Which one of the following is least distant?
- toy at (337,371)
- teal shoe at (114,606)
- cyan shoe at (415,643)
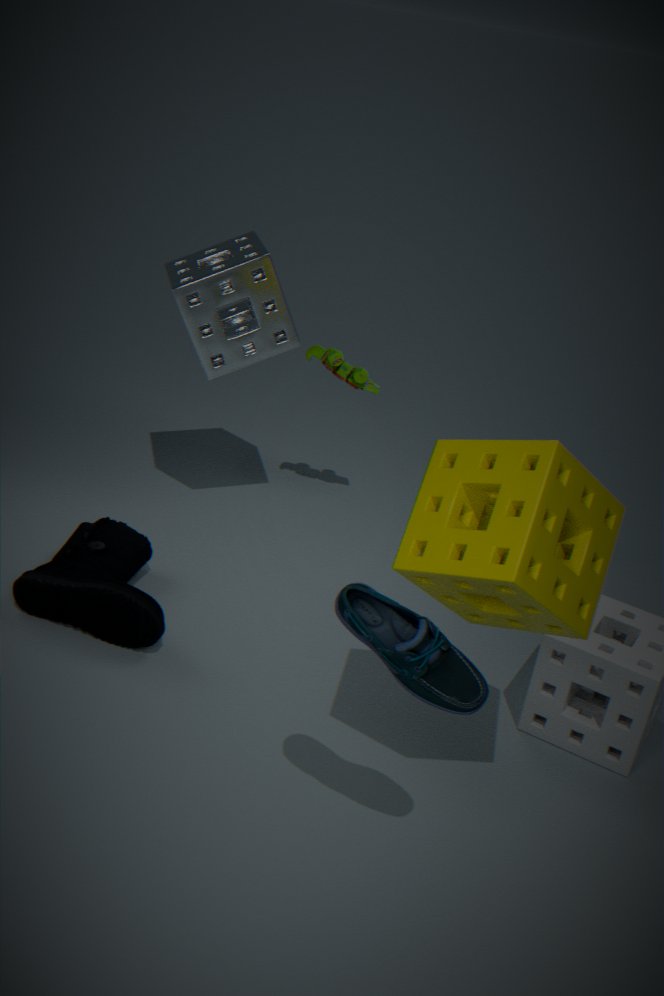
cyan shoe at (415,643)
